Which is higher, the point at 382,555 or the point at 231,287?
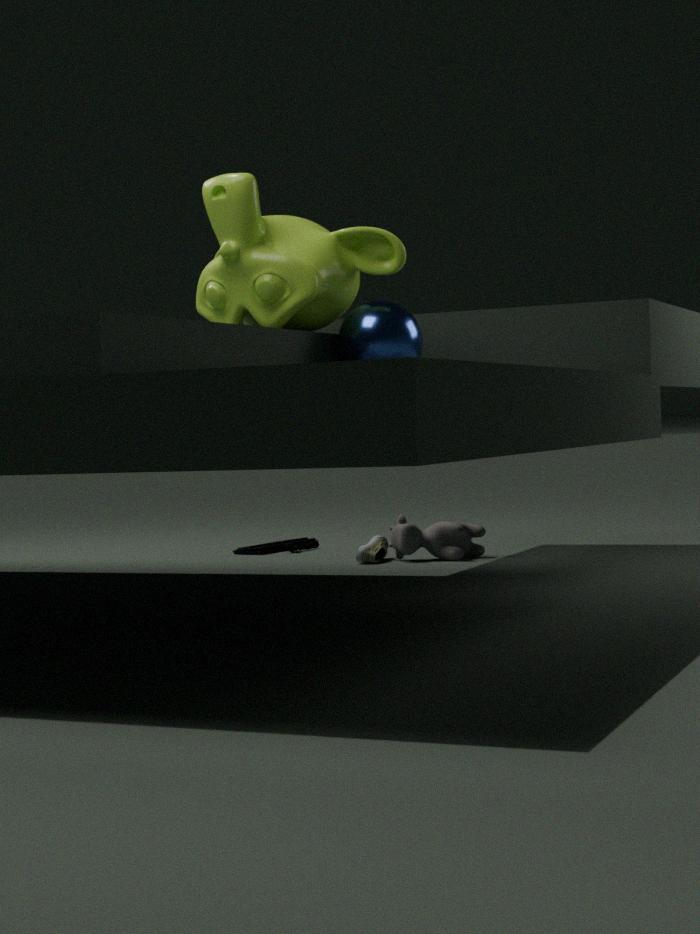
the point at 231,287
